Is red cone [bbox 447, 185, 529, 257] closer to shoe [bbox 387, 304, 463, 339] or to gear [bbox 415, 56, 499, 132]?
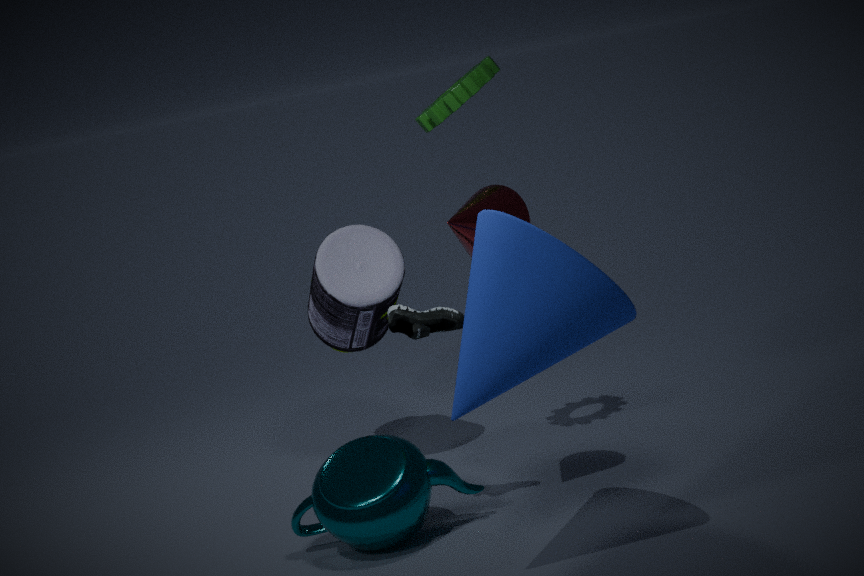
shoe [bbox 387, 304, 463, 339]
